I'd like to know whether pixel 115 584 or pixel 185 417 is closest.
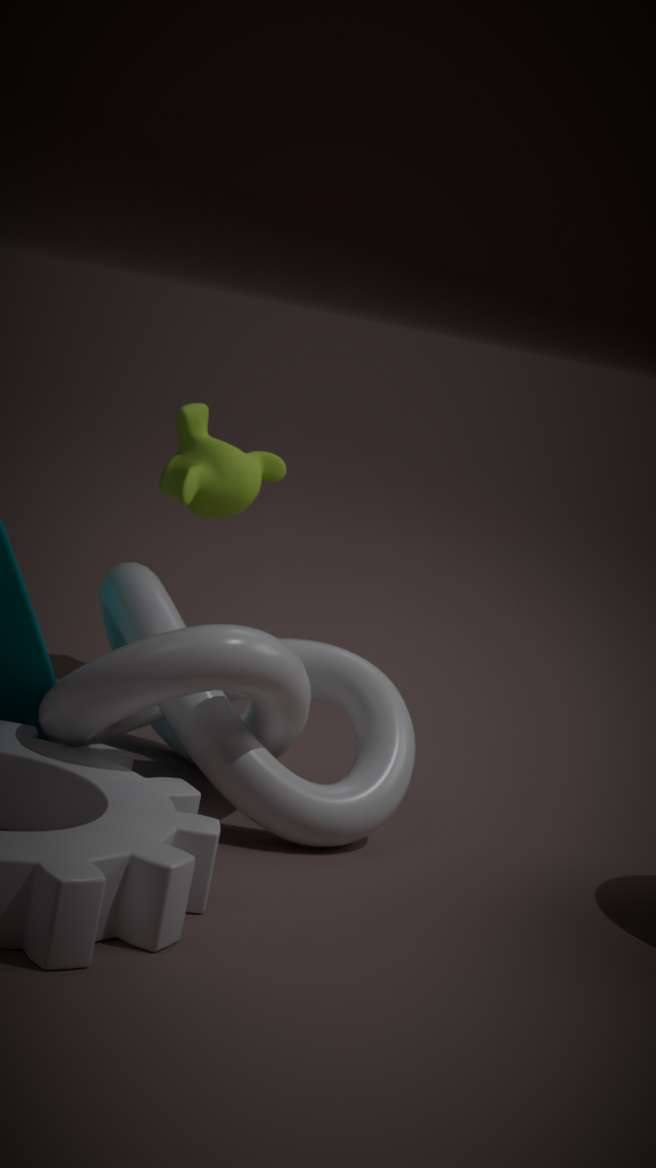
pixel 115 584
